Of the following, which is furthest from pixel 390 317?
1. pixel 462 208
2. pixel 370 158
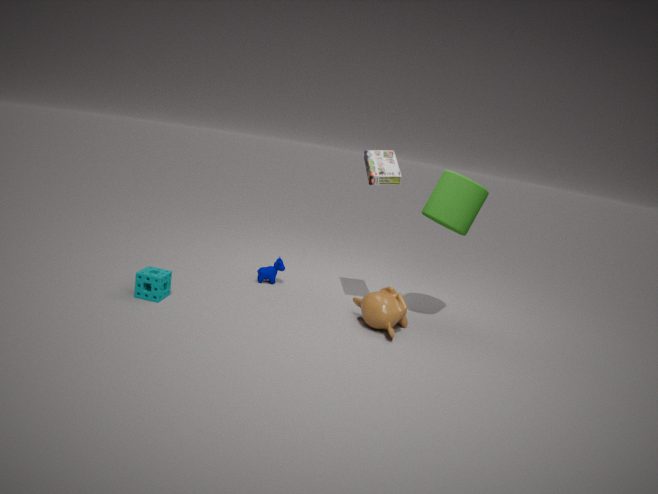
pixel 370 158
